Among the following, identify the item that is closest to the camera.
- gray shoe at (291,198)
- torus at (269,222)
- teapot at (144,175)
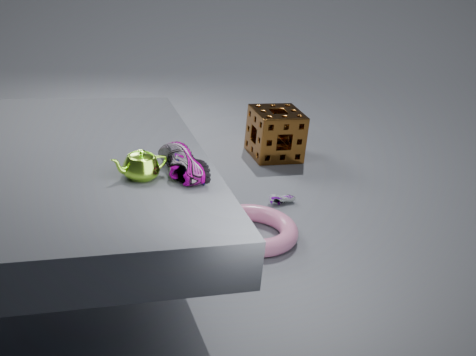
teapot at (144,175)
